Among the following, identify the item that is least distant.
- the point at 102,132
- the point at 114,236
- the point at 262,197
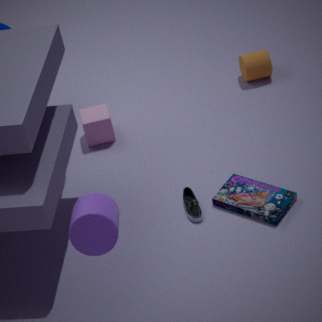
the point at 114,236
